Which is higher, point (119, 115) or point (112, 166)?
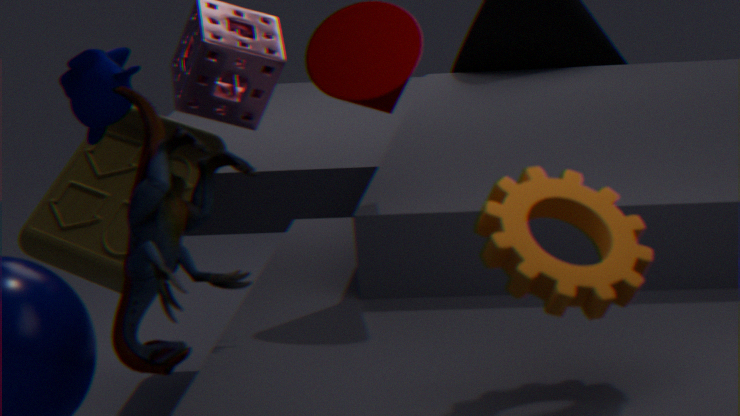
point (119, 115)
